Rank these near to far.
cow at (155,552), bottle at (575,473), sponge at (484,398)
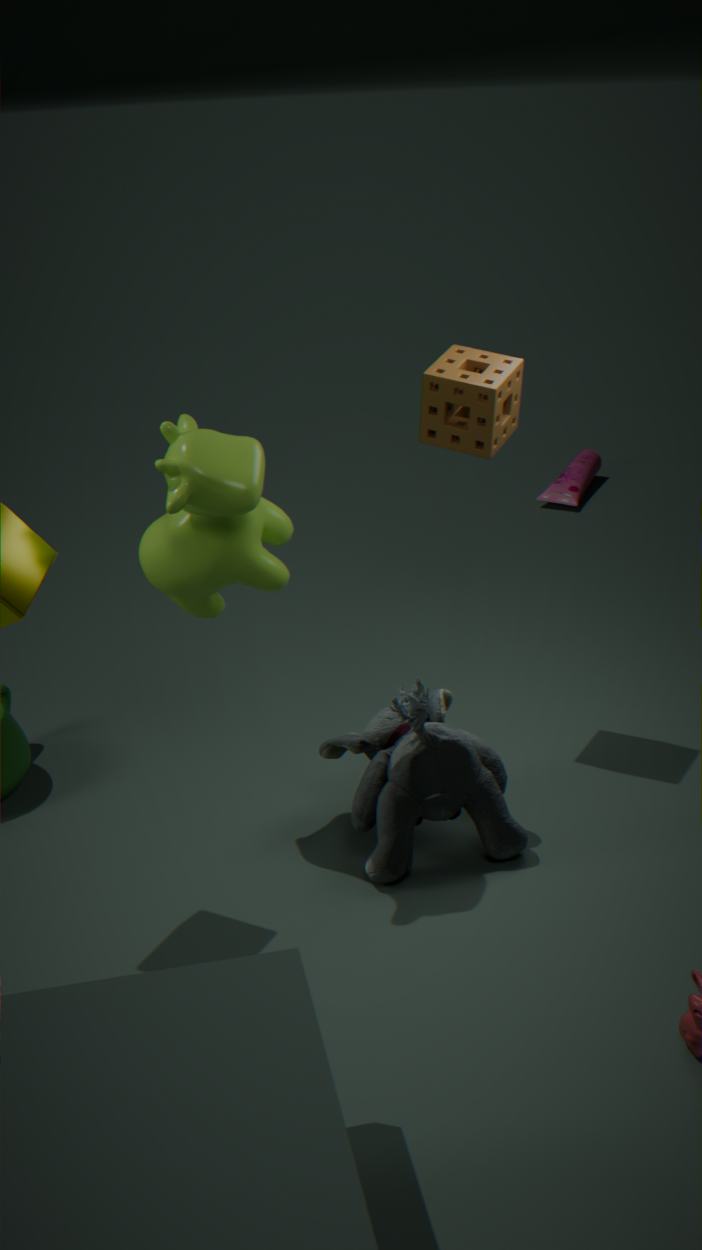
cow at (155,552) → sponge at (484,398) → bottle at (575,473)
